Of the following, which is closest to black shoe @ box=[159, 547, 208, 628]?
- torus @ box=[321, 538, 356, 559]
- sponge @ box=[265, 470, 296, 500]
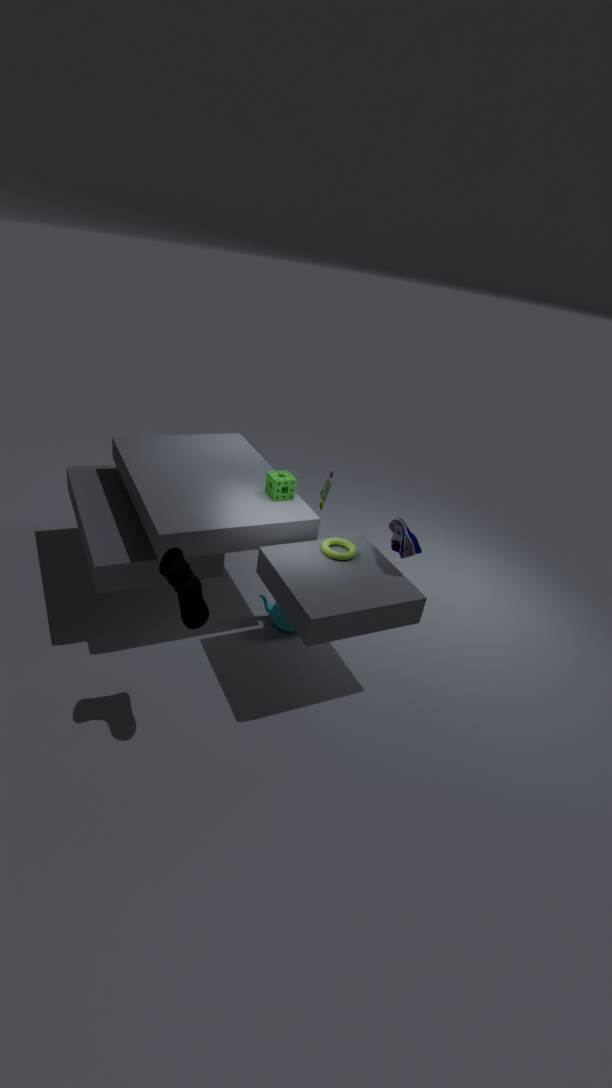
torus @ box=[321, 538, 356, 559]
